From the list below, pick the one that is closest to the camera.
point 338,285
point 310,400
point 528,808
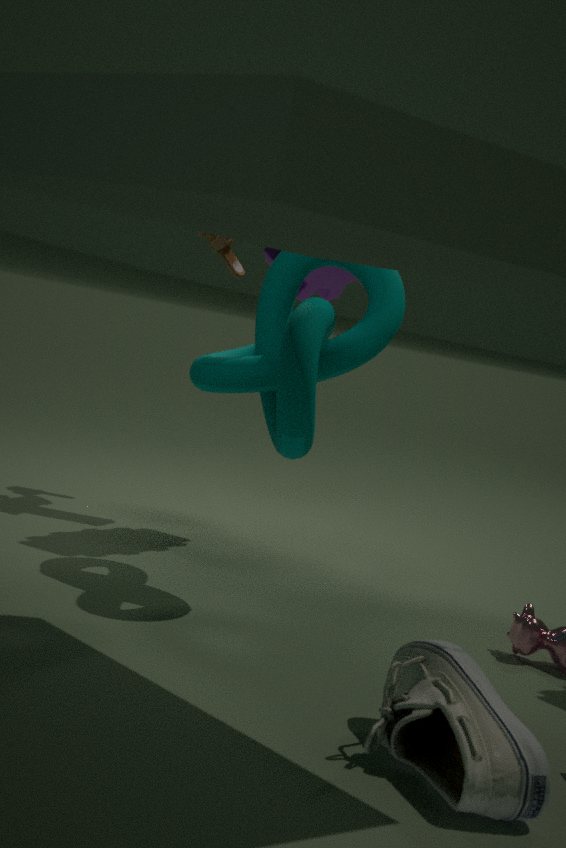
point 528,808
